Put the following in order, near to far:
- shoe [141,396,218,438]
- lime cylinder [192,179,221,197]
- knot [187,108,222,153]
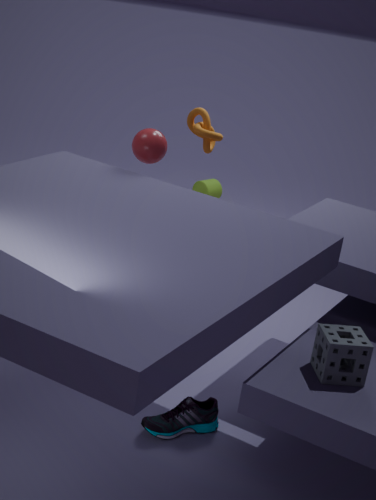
shoe [141,396,218,438]
knot [187,108,222,153]
lime cylinder [192,179,221,197]
